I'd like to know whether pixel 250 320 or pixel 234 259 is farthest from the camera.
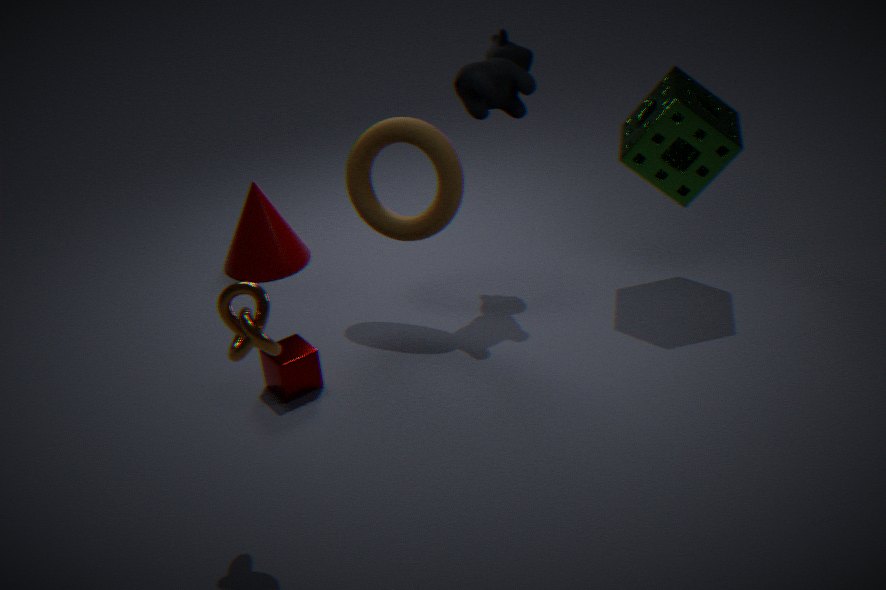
pixel 234 259
